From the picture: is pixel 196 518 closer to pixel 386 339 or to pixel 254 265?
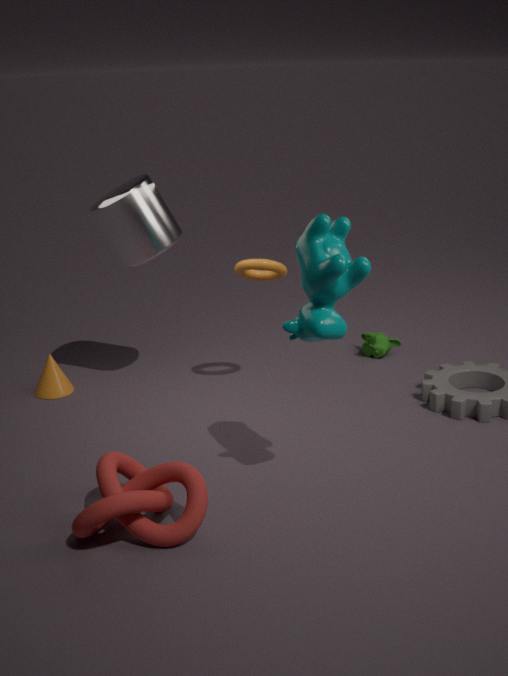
pixel 254 265
